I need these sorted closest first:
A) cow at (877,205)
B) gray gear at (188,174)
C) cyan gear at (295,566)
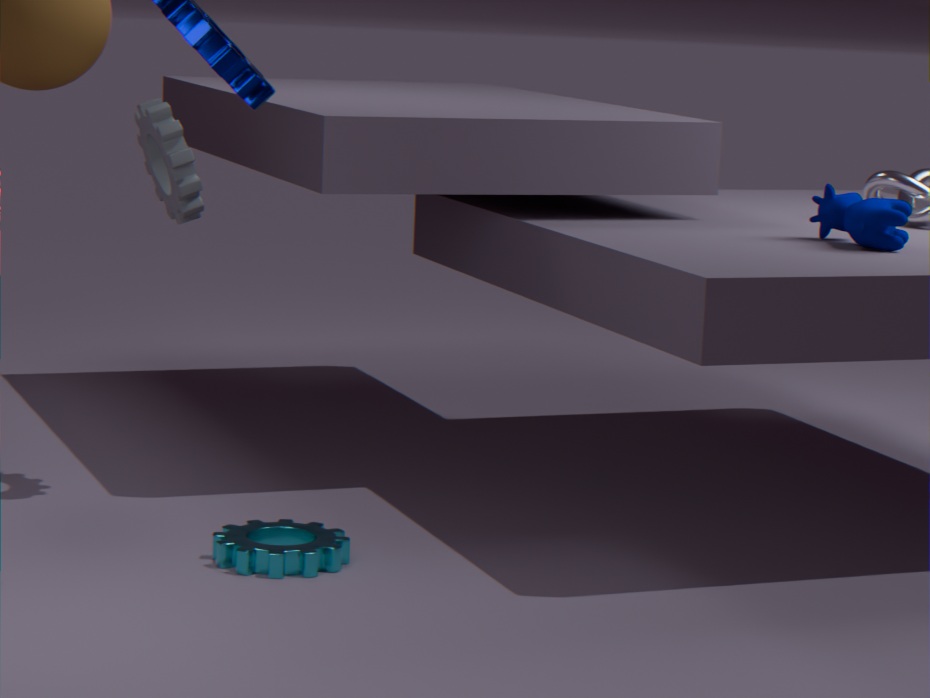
cyan gear at (295,566), cow at (877,205), gray gear at (188,174)
